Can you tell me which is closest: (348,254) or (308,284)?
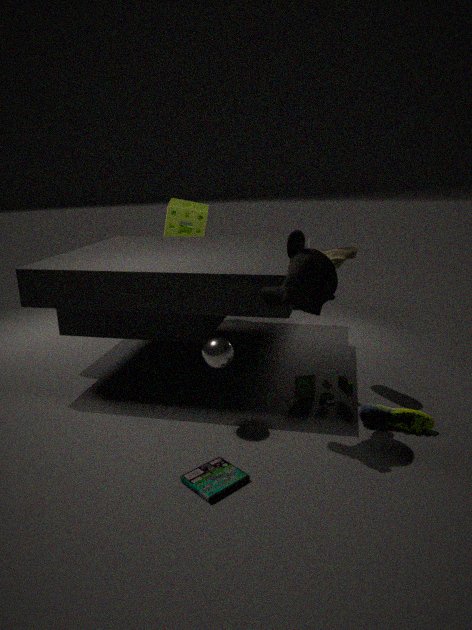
(308,284)
